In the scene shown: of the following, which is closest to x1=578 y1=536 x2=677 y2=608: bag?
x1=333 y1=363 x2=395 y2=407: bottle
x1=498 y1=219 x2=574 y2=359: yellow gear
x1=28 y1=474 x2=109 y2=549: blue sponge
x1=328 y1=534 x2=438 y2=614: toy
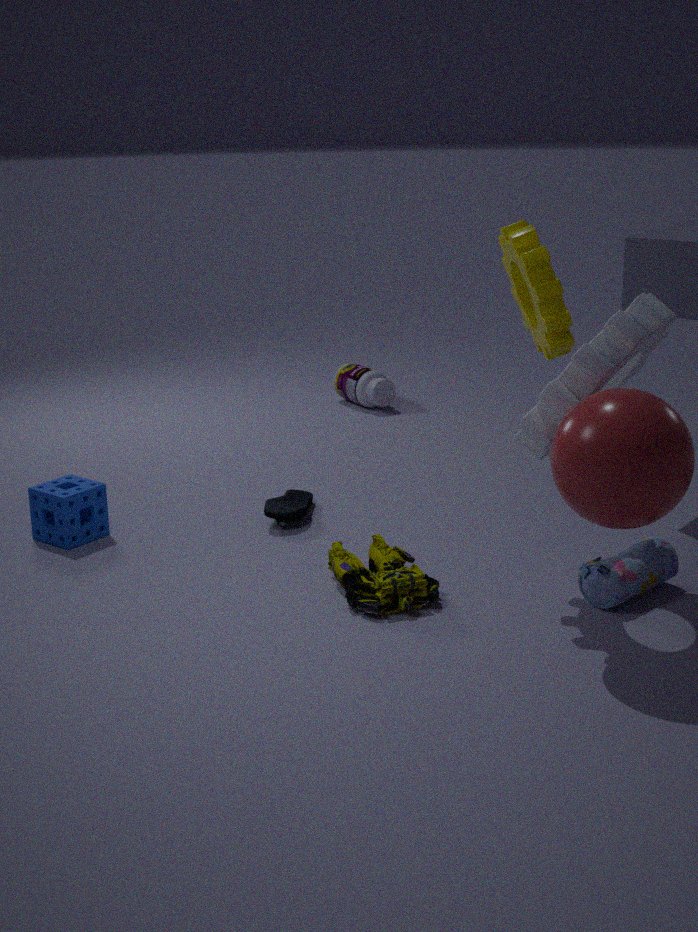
x1=328 y1=534 x2=438 y2=614: toy
